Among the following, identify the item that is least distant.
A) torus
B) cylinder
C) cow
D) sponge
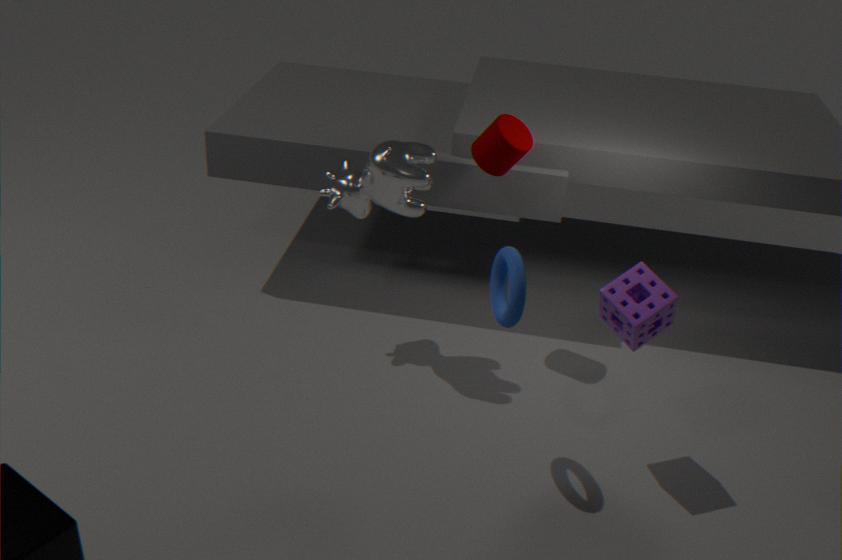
torus
